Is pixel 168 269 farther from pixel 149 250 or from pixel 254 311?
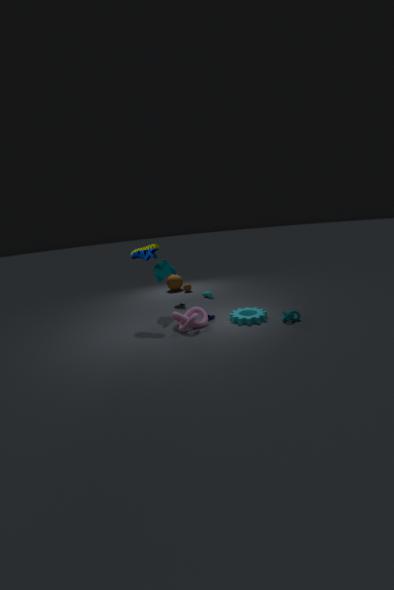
pixel 254 311
